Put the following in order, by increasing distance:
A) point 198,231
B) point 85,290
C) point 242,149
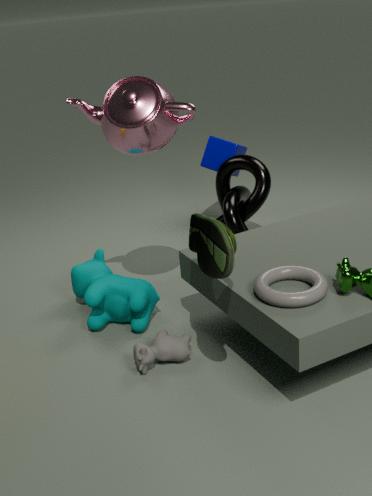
1. point 198,231
2. point 85,290
3. point 242,149
